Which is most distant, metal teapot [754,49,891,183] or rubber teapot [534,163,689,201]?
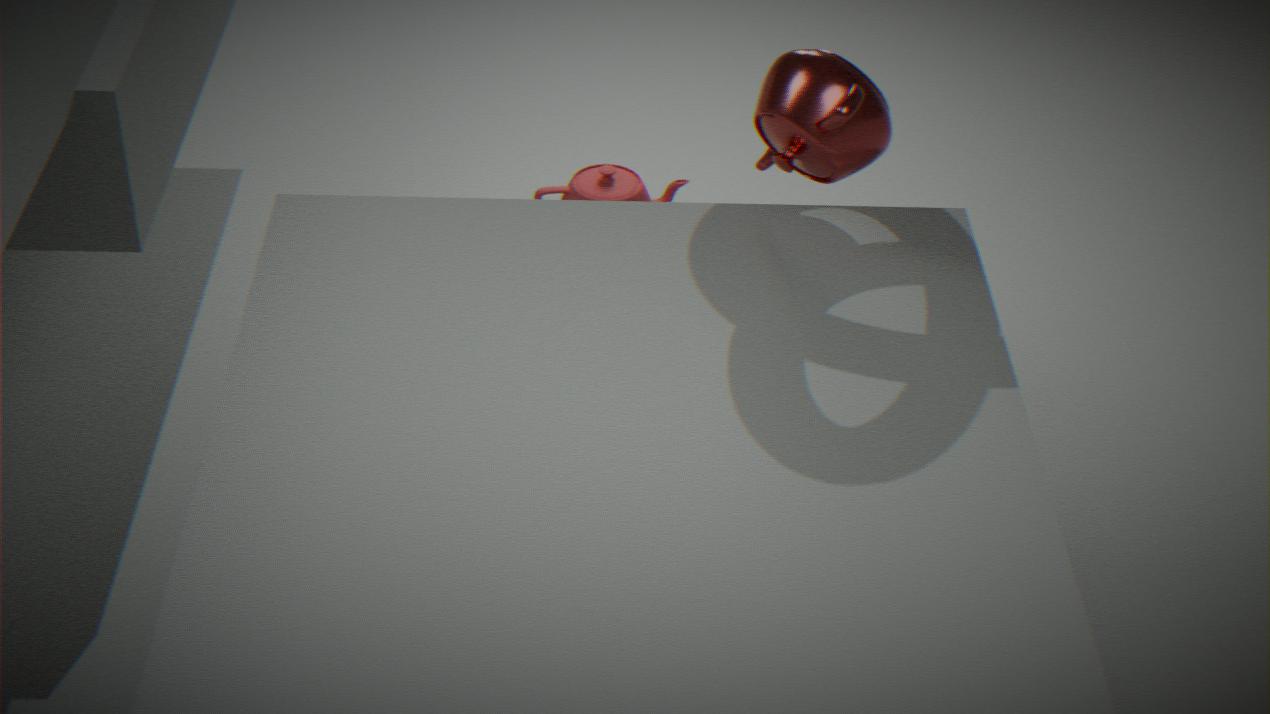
rubber teapot [534,163,689,201]
